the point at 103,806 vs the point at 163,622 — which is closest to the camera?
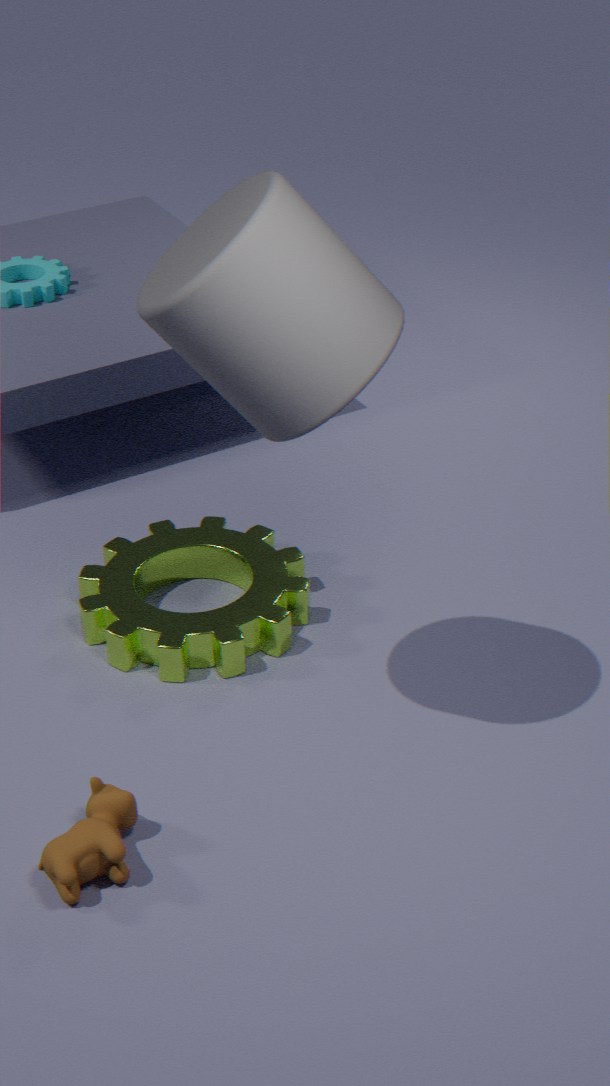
the point at 103,806
